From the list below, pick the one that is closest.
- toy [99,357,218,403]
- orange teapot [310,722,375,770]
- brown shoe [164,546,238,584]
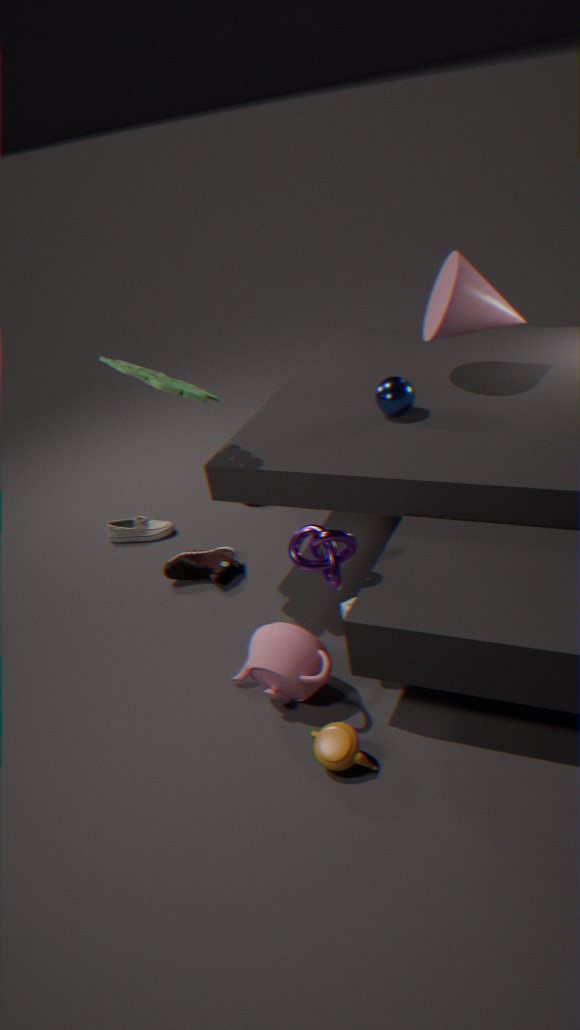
orange teapot [310,722,375,770]
